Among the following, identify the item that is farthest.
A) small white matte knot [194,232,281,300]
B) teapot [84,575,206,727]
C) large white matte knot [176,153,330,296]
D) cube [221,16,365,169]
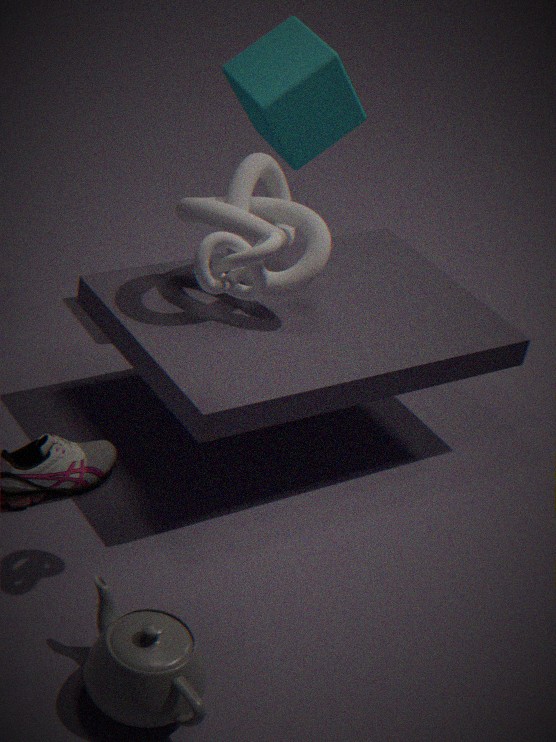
cube [221,16,365,169]
